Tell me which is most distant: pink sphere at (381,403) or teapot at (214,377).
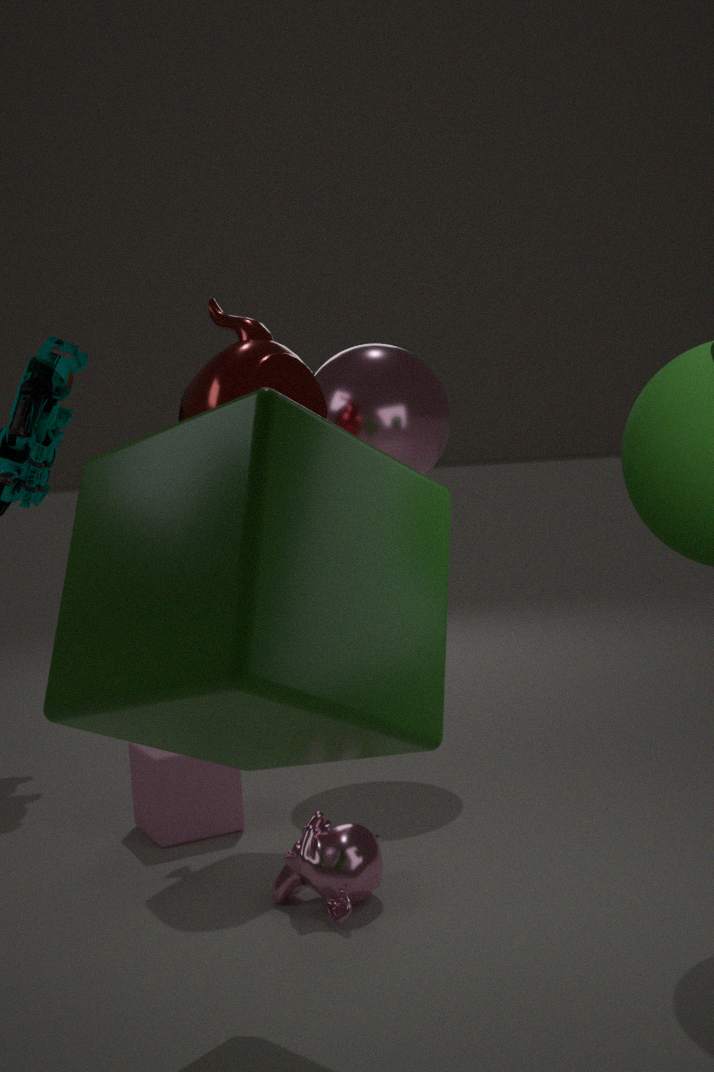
pink sphere at (381,403)
